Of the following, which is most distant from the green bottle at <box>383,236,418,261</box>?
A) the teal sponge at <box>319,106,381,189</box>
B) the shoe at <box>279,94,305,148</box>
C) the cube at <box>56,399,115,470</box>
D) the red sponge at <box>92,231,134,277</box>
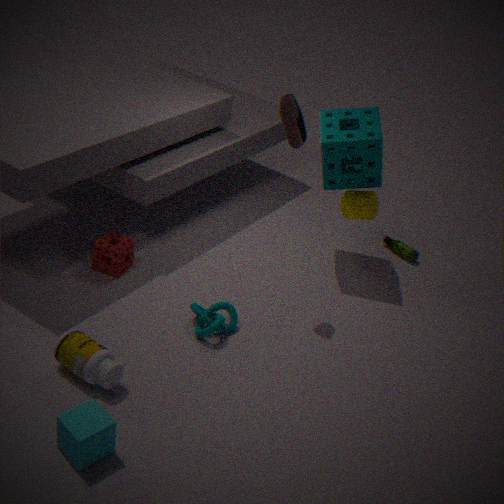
the cube at <box>56,399,115,470</box>
